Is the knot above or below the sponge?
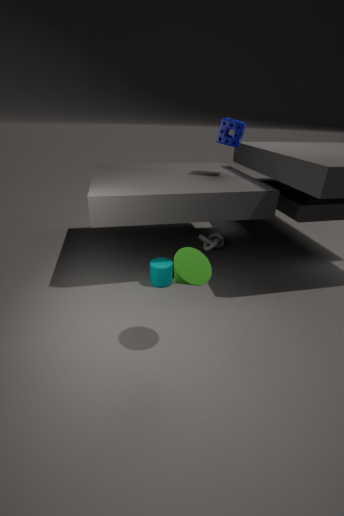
below
